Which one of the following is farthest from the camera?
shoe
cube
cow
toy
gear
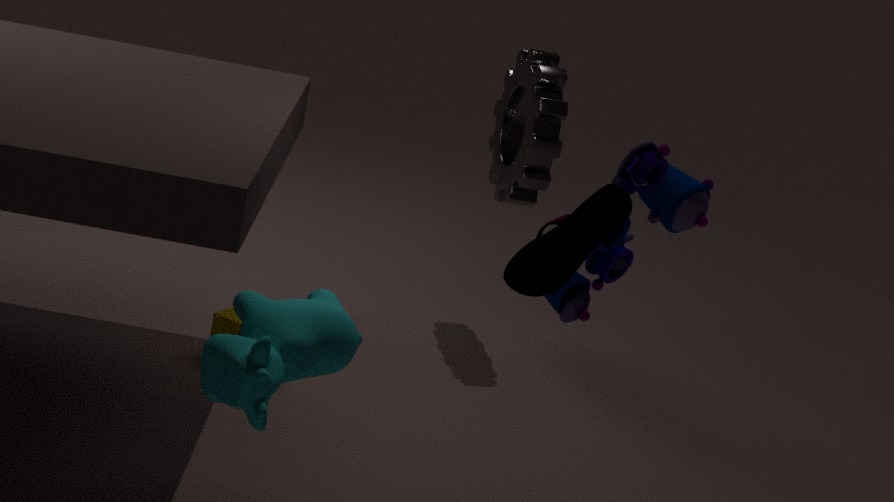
gear
